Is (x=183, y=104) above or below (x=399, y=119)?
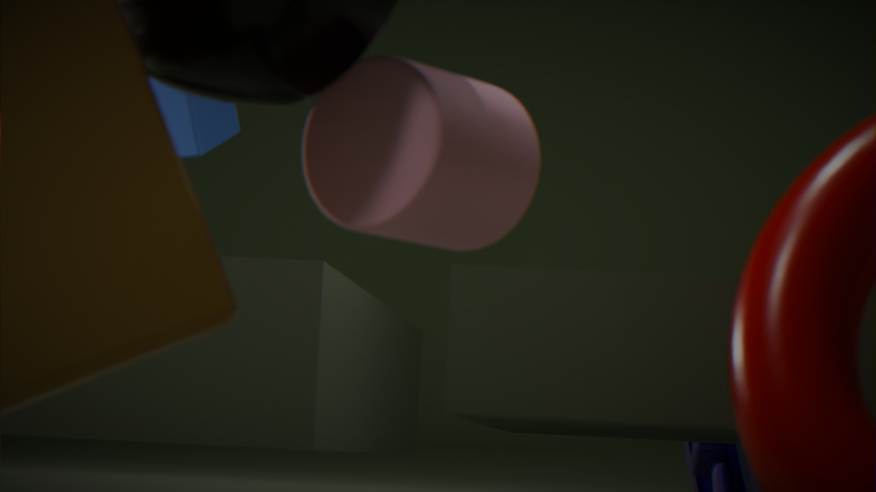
above
